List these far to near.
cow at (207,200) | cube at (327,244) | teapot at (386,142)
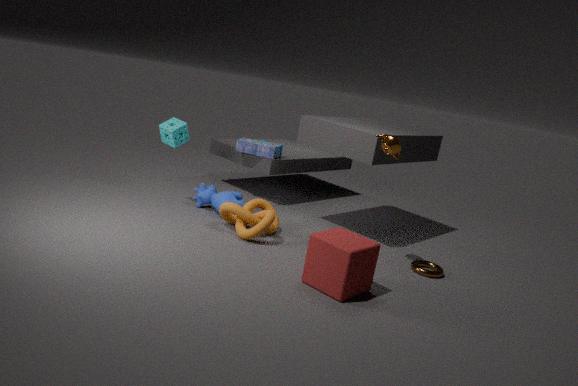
1. cow at (207,200)
2. teapot at (386,142)
3. cube at (327,244)
